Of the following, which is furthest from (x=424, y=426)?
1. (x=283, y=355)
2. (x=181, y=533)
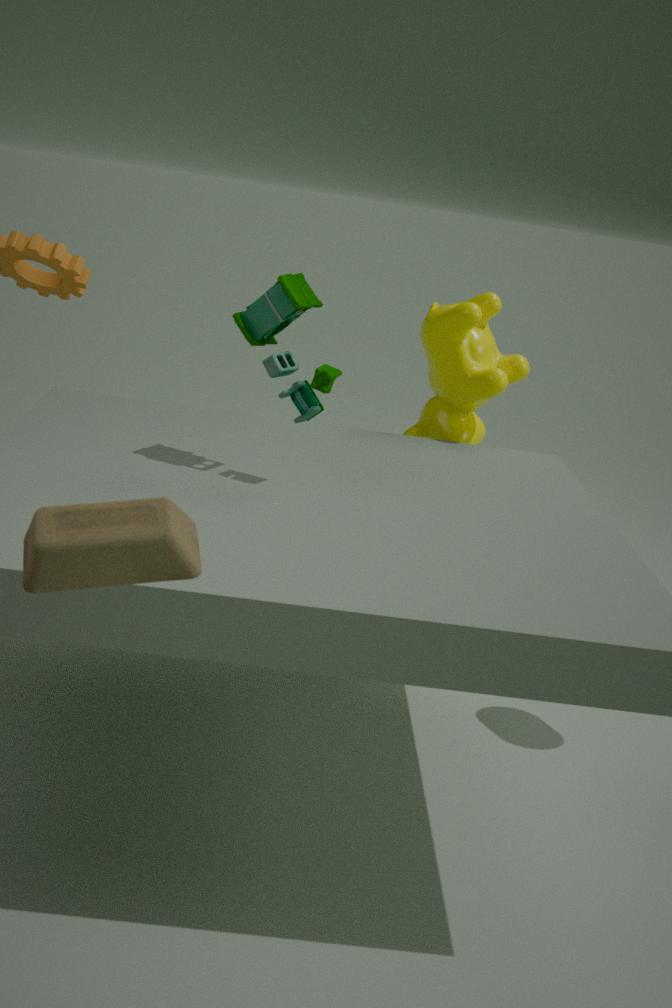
(x=181, y=533)
